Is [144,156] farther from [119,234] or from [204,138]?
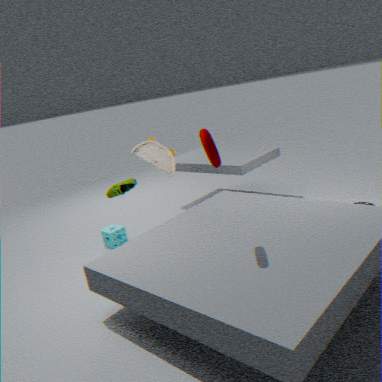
[204,138]
